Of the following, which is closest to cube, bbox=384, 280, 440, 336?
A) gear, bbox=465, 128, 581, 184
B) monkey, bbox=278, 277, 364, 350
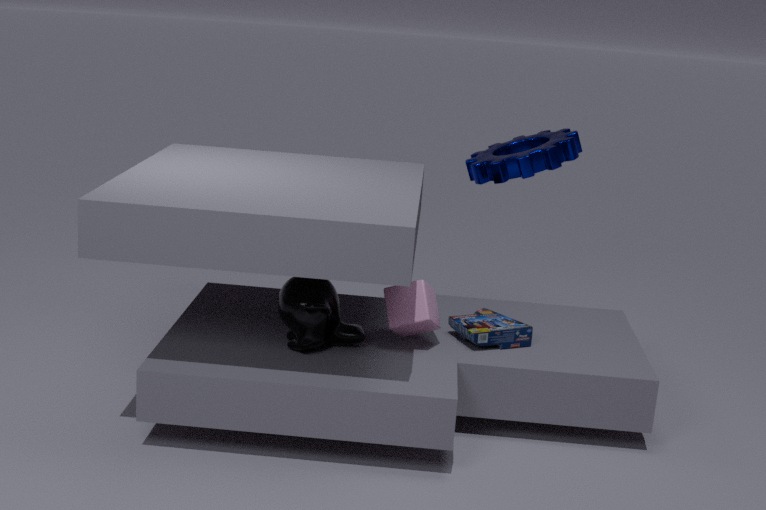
monkey, bbox=278, 277, 364, 350
